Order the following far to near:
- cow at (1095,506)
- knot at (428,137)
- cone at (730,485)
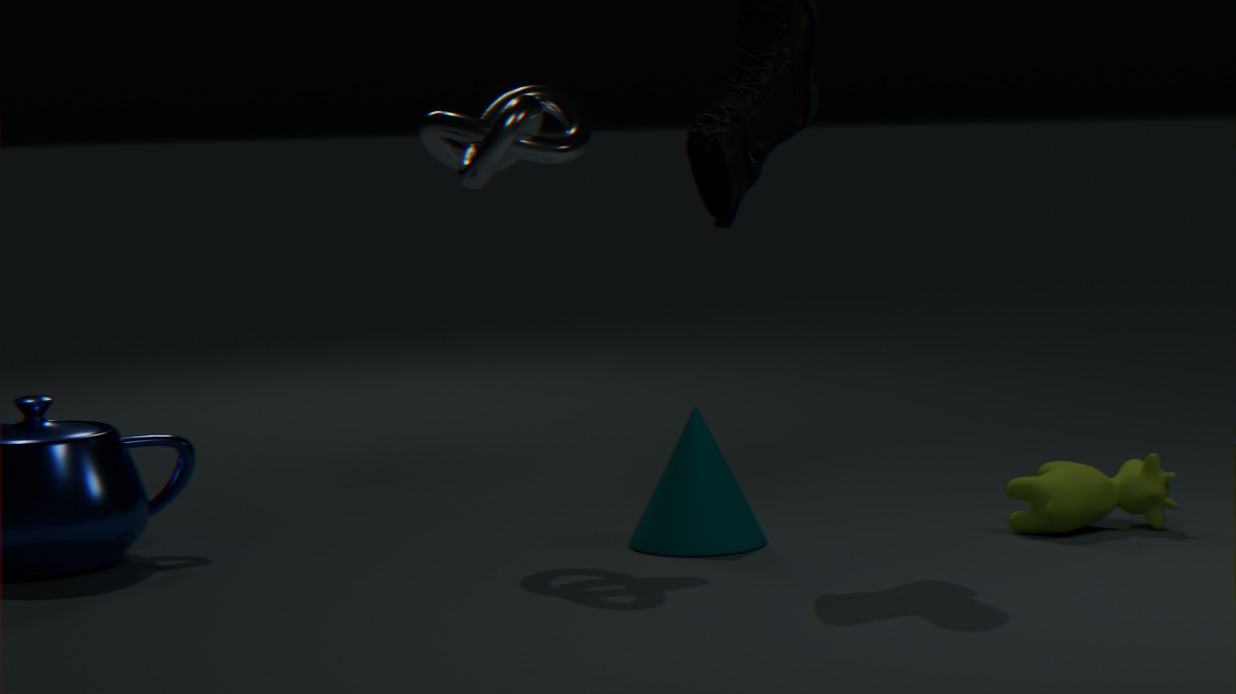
cow at (1095,506) → cone at (730,485) → knot at (428,137)
